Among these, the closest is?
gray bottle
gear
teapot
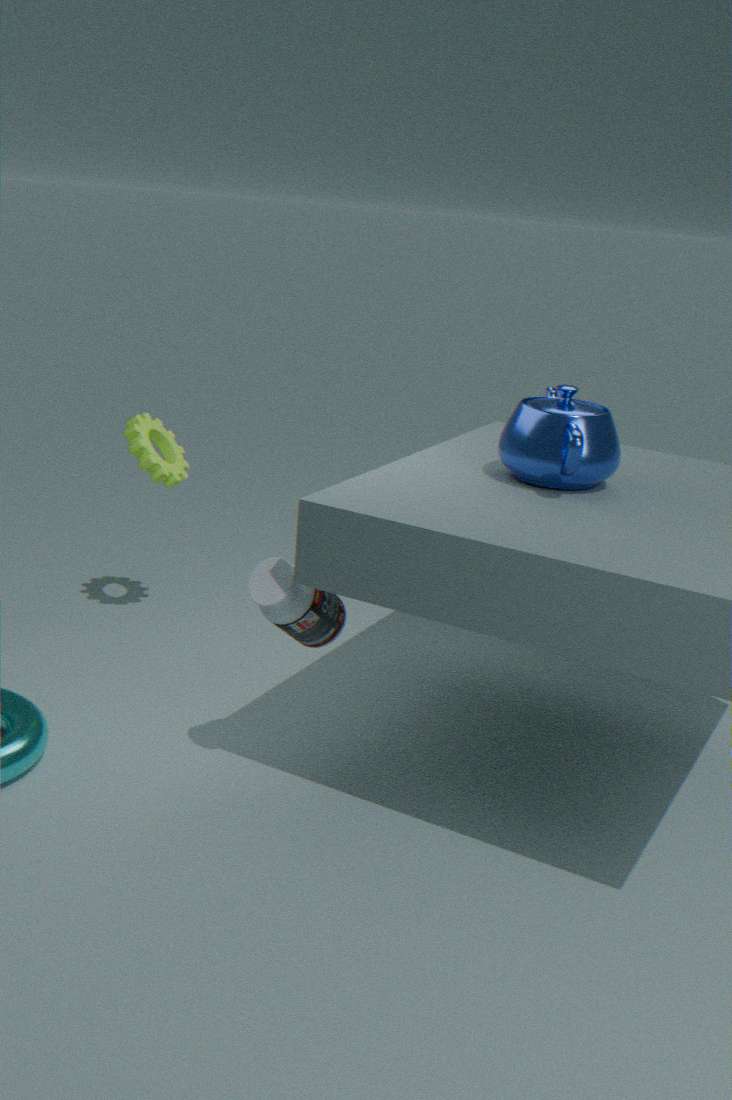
gray bottle
